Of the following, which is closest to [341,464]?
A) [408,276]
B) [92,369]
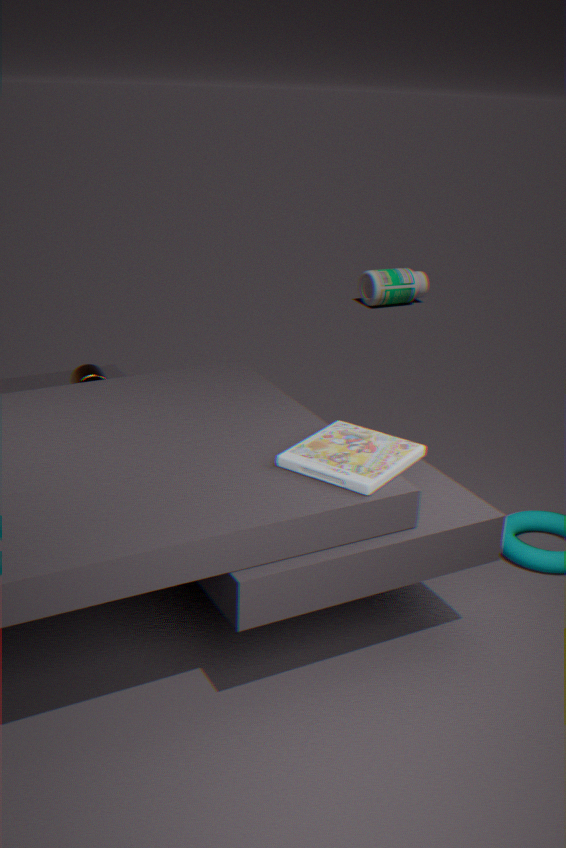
[92,369]
